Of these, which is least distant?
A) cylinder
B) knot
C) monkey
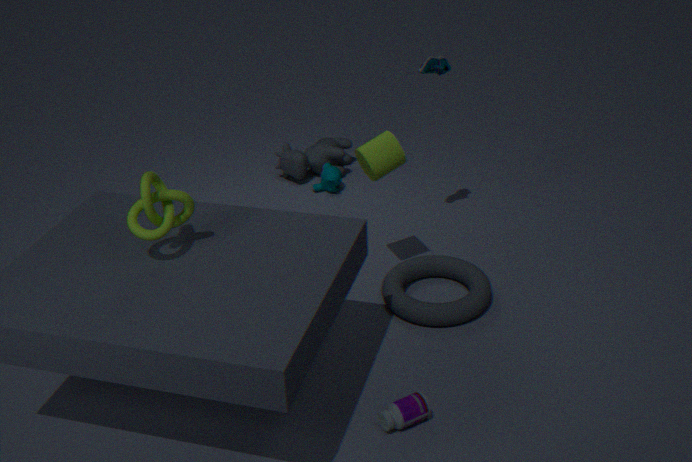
knot
